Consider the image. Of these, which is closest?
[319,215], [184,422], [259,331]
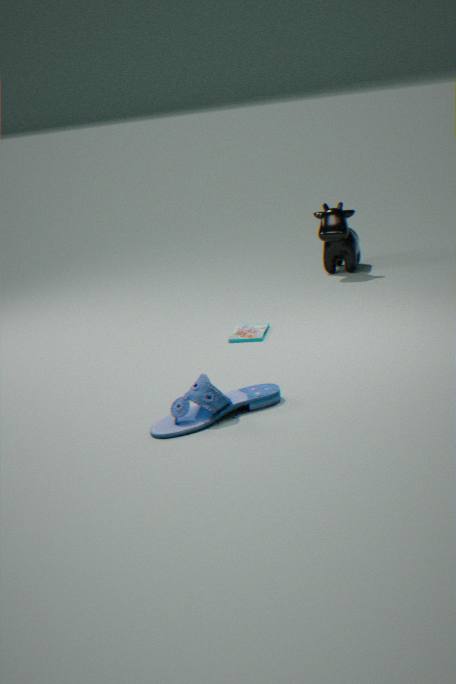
[184,422]
